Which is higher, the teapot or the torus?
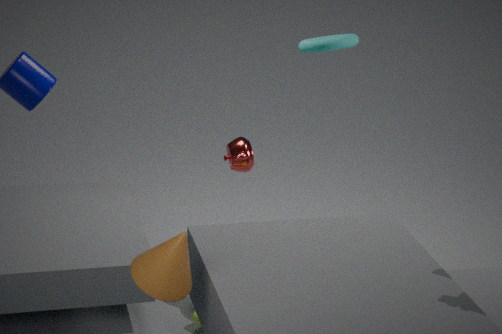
the torus
